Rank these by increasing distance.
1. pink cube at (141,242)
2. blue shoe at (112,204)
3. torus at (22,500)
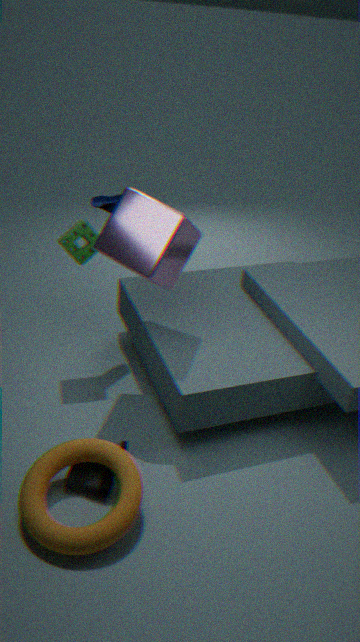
Answer: torus at (22,500), pink cube at (141,242), blue shoe at (112,204)
